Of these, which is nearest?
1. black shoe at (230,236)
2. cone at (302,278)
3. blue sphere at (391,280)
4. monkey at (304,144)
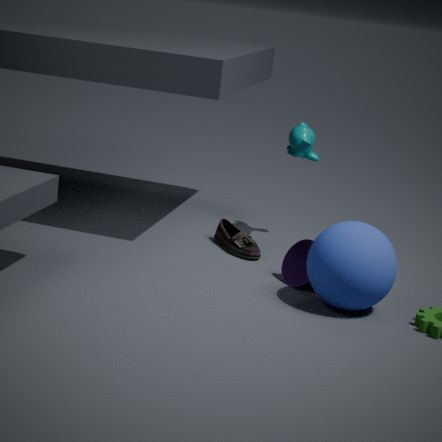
blue sphere at (391,280)
